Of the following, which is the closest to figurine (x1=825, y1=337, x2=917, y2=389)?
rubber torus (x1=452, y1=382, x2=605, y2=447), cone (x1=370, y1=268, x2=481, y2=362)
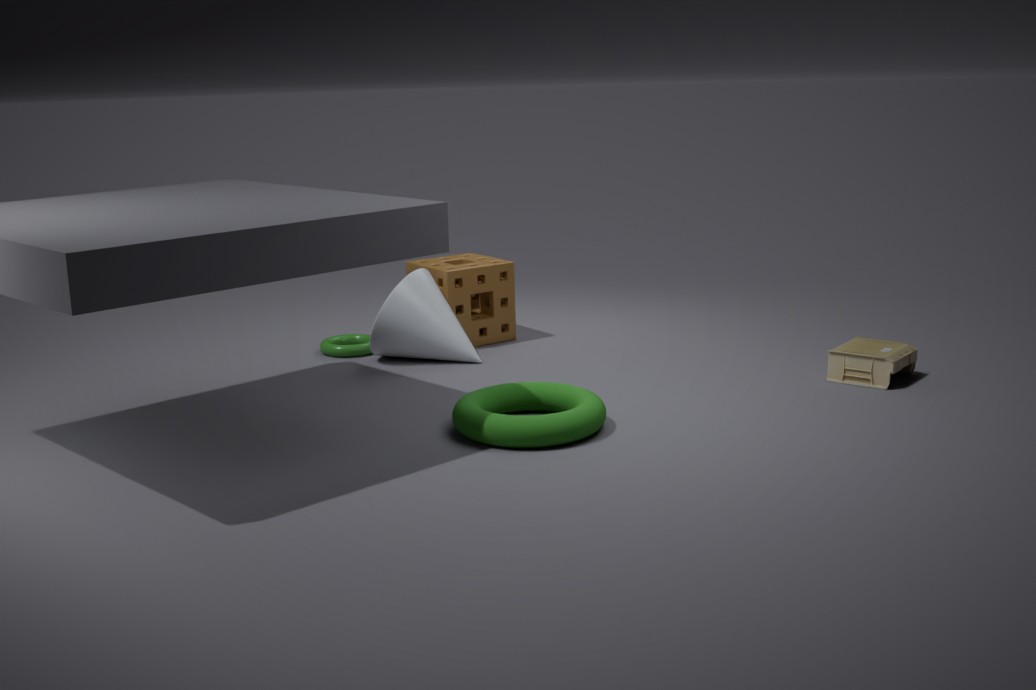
rubber torus (x1=452, y1=382, x2=605, y2=447)
